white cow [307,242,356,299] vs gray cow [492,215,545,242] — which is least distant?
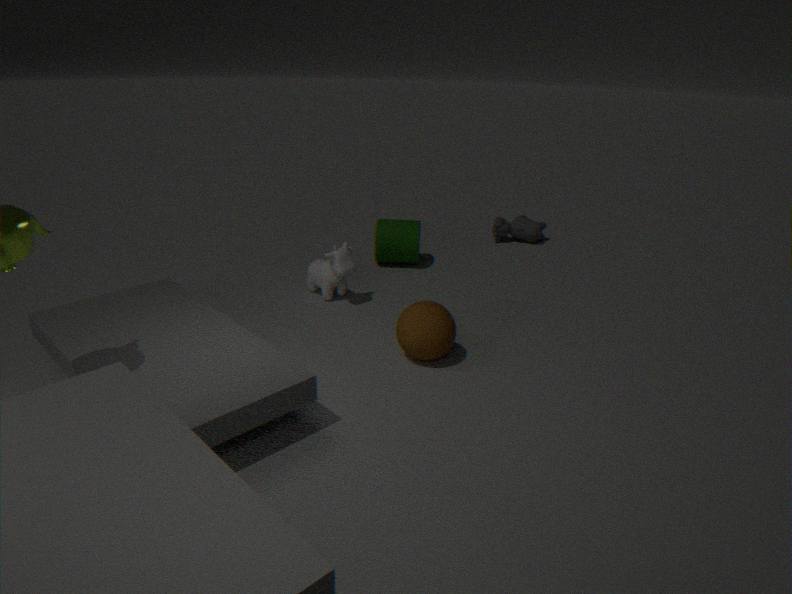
white cow [307,242,356,299]
